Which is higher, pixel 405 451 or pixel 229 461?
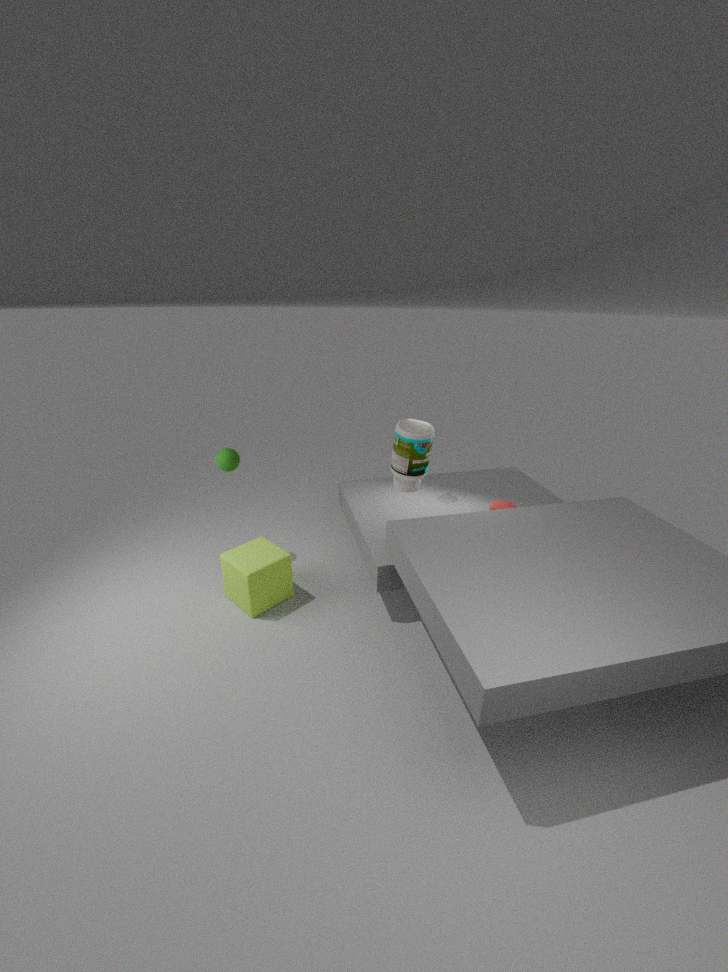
pixel 405 451
